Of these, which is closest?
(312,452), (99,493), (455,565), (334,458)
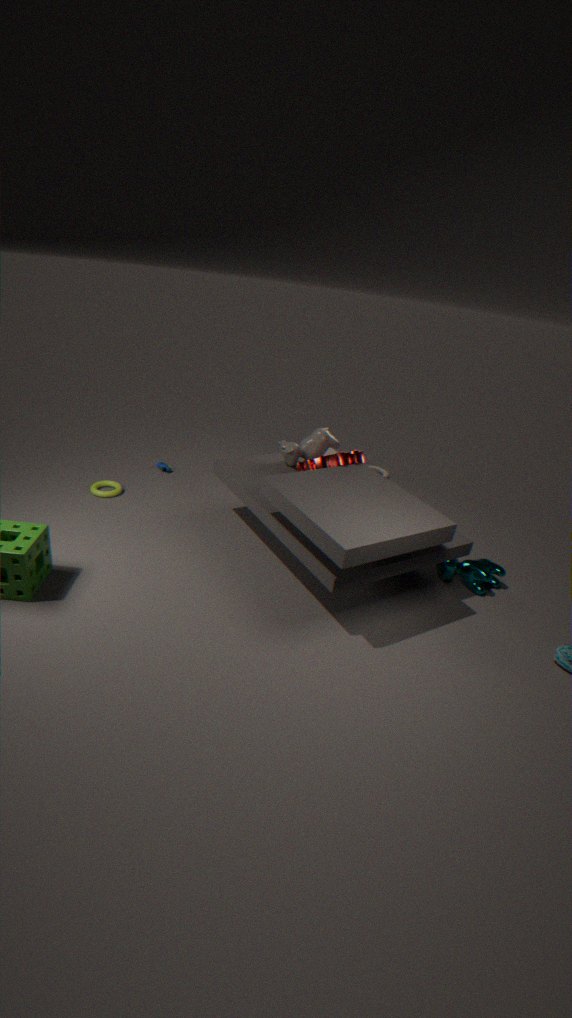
(334,458)
